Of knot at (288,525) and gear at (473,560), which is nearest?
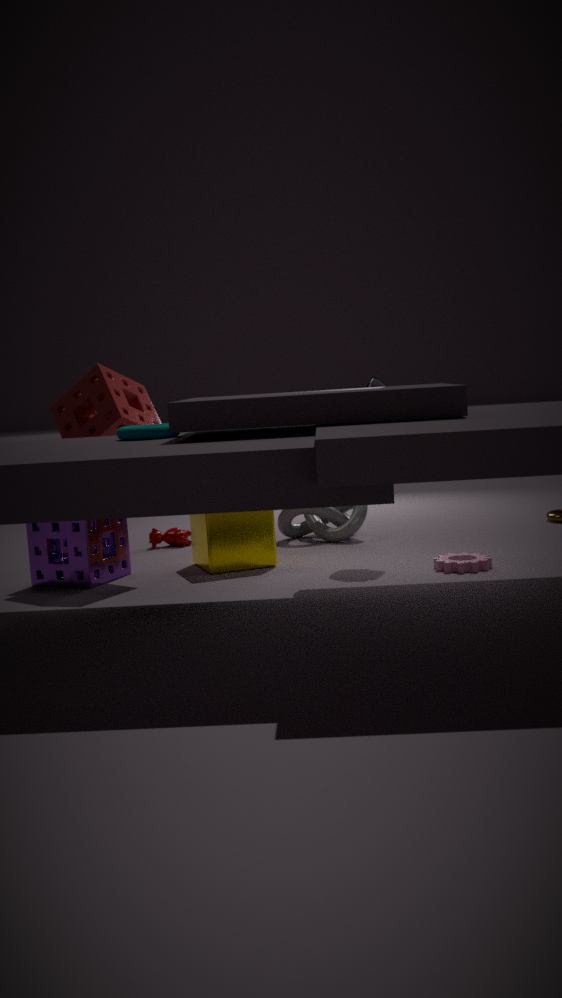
gear at (473,560)
